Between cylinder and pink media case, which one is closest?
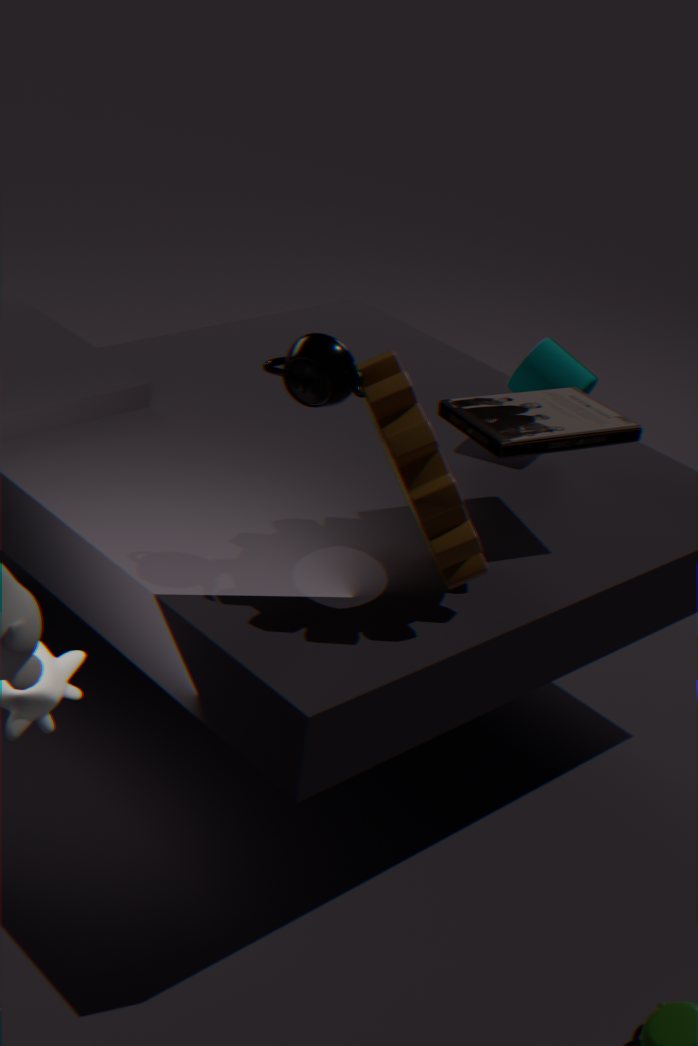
pink media case
